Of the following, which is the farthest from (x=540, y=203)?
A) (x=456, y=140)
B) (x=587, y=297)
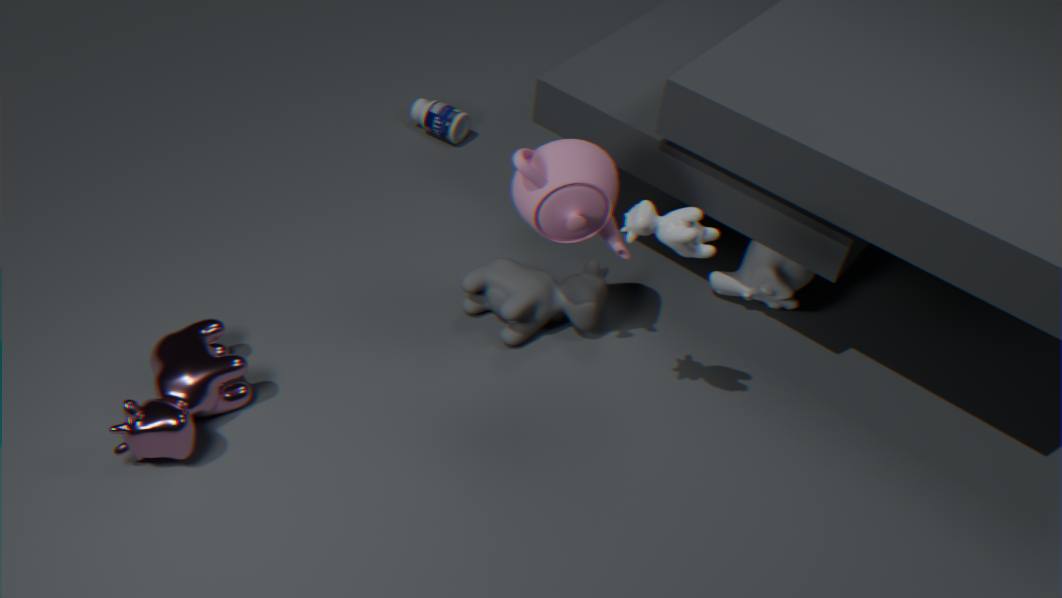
(x=456, y=140)
